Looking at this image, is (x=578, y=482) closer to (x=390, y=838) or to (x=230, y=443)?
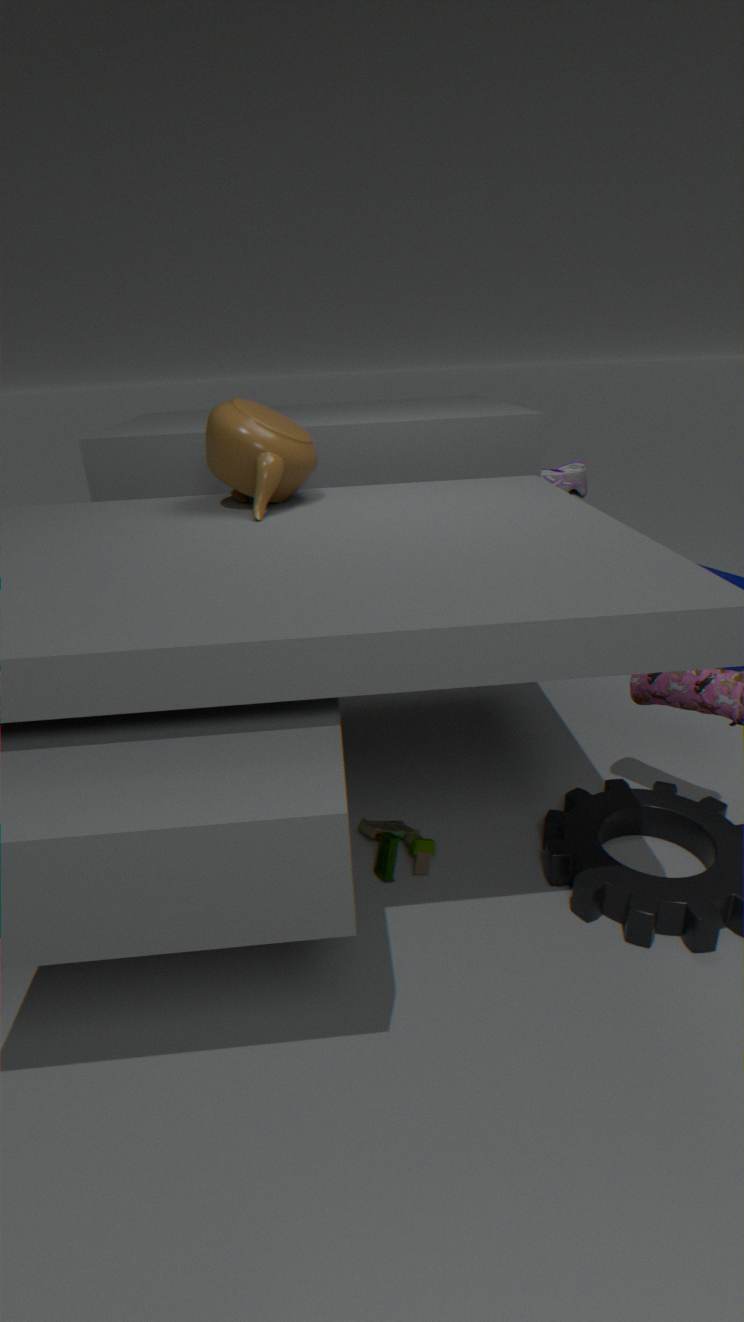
(x=230, y=443)
